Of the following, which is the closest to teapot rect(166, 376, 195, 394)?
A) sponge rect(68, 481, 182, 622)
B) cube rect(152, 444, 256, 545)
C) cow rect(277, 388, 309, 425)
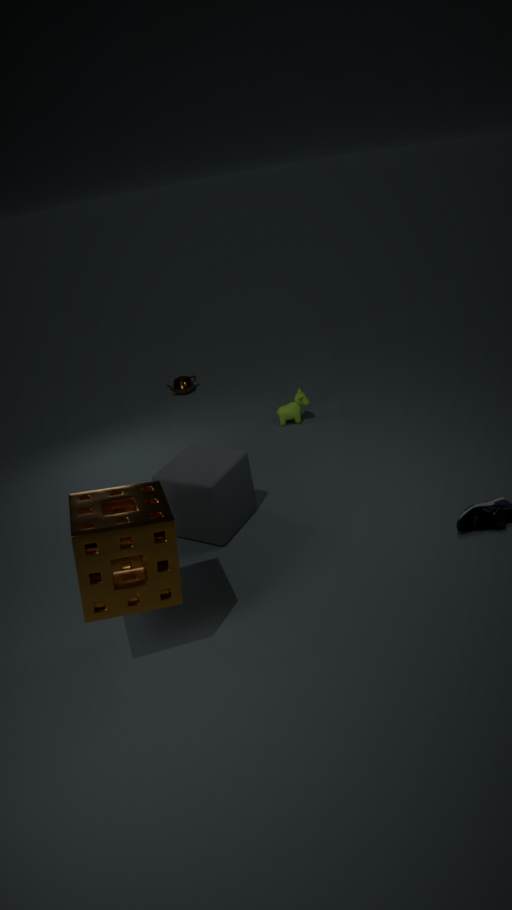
cow rect(277, 388, 309, 425)
